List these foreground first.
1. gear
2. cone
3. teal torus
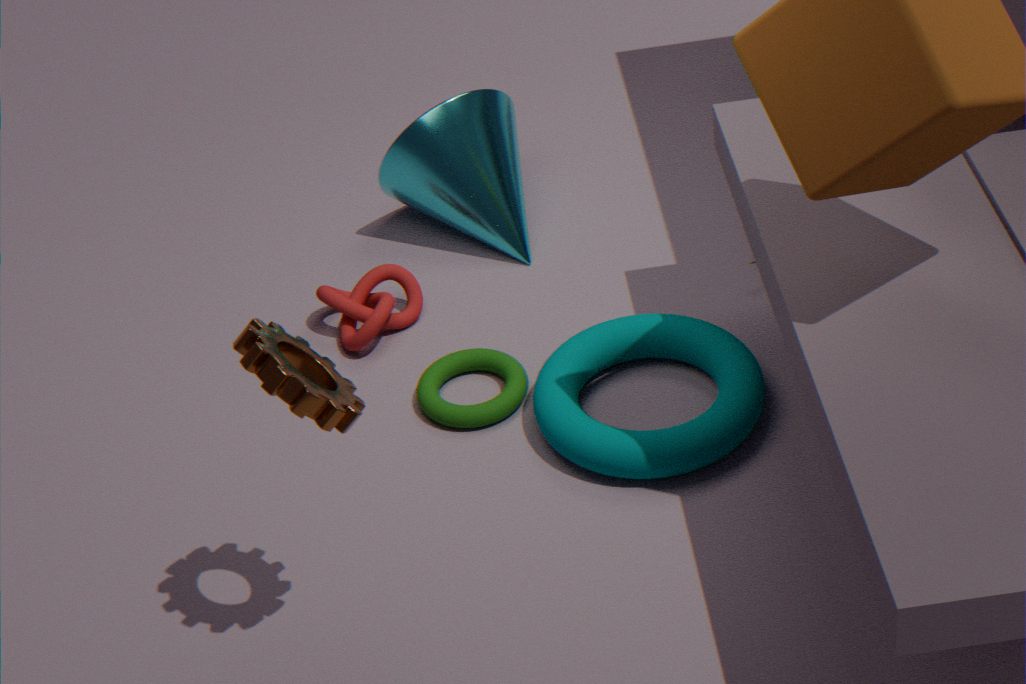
gear → teal torus → cone
